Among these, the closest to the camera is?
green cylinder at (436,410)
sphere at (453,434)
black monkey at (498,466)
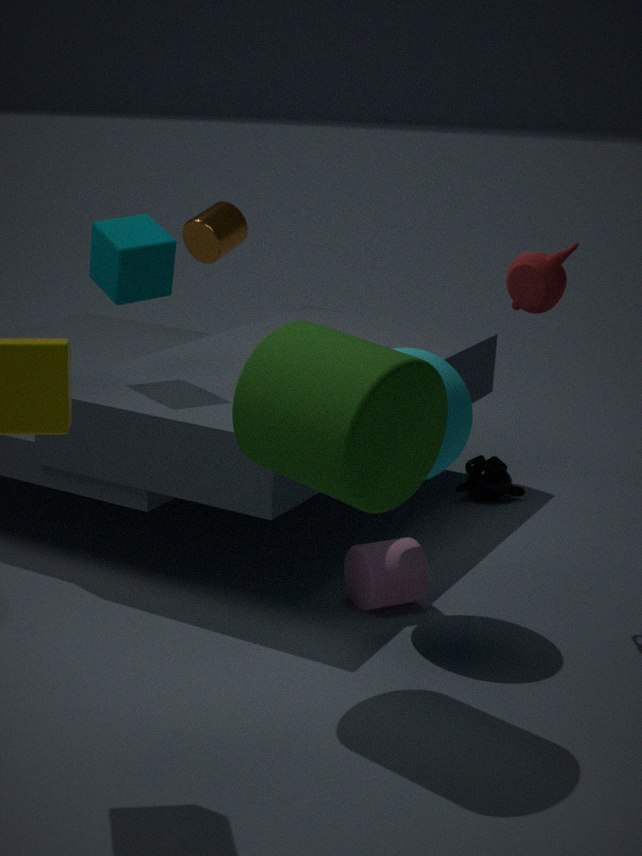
green cylinder at (436,410)
